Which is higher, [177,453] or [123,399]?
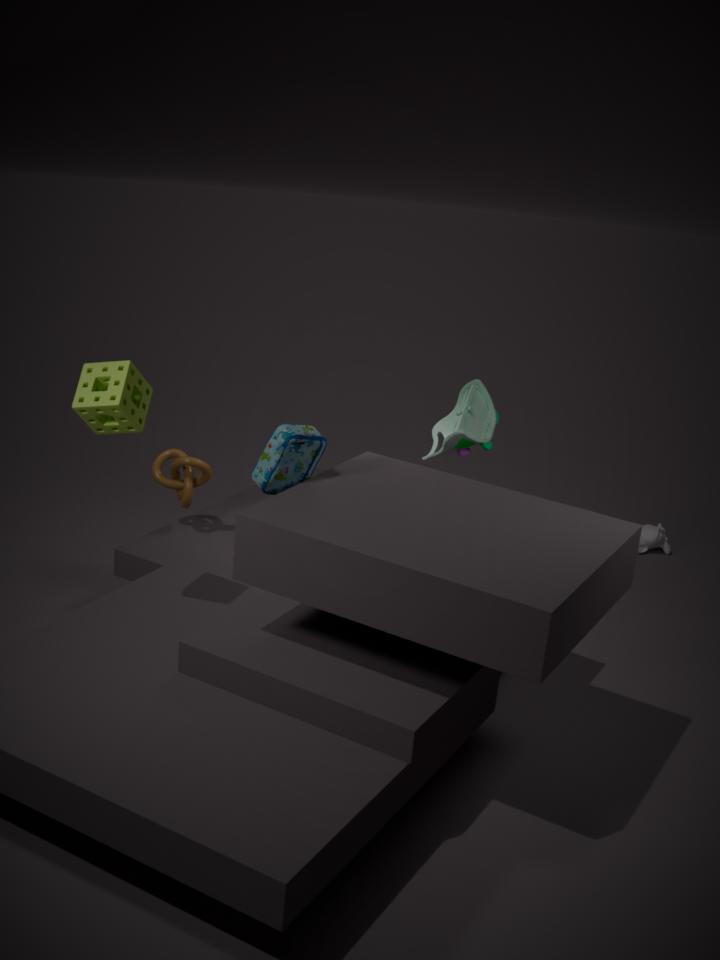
[123,399]
